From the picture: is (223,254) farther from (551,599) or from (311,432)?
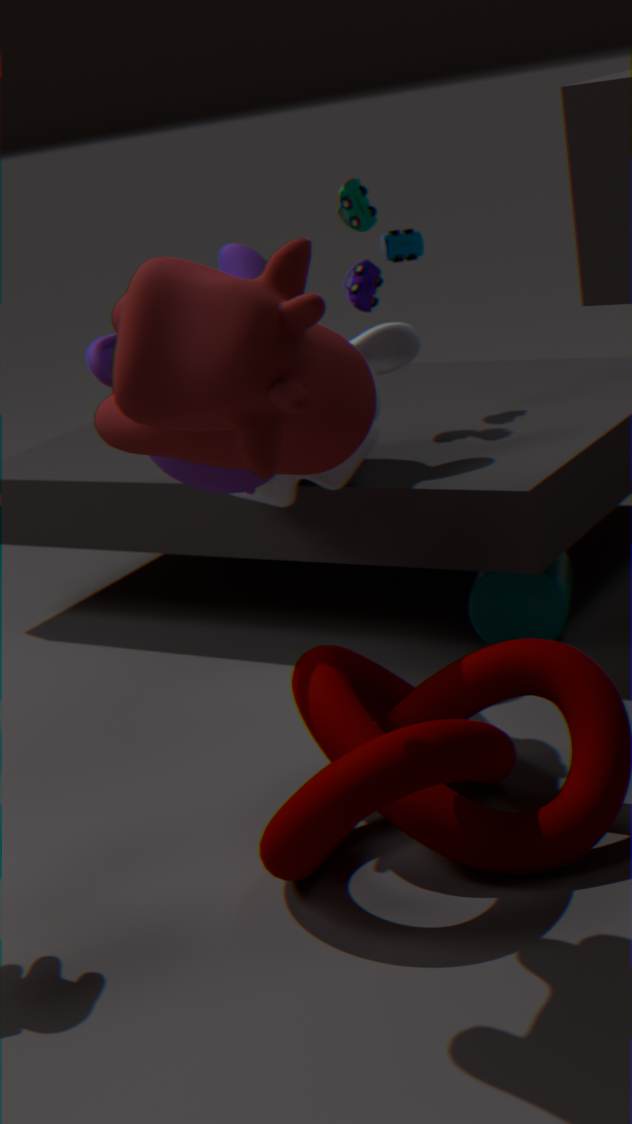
(551,599)
